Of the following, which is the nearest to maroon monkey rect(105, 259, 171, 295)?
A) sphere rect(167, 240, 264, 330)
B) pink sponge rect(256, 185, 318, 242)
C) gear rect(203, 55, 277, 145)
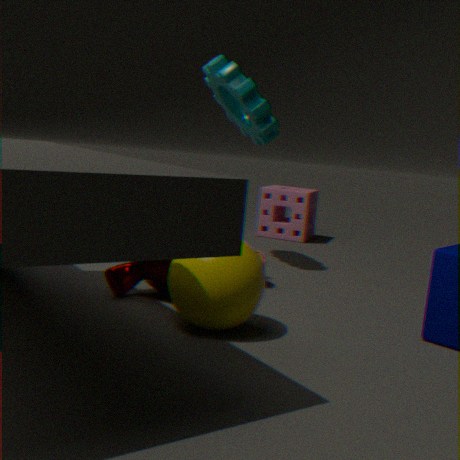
sphere rect(167, 240, 264, 330)
